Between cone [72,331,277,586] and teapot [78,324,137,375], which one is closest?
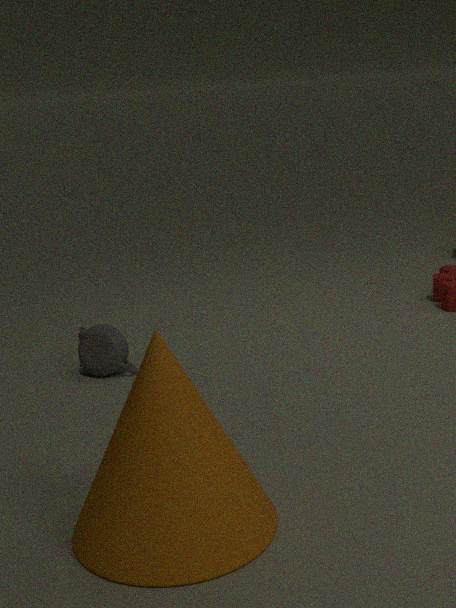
cone [72,331,277,586]
